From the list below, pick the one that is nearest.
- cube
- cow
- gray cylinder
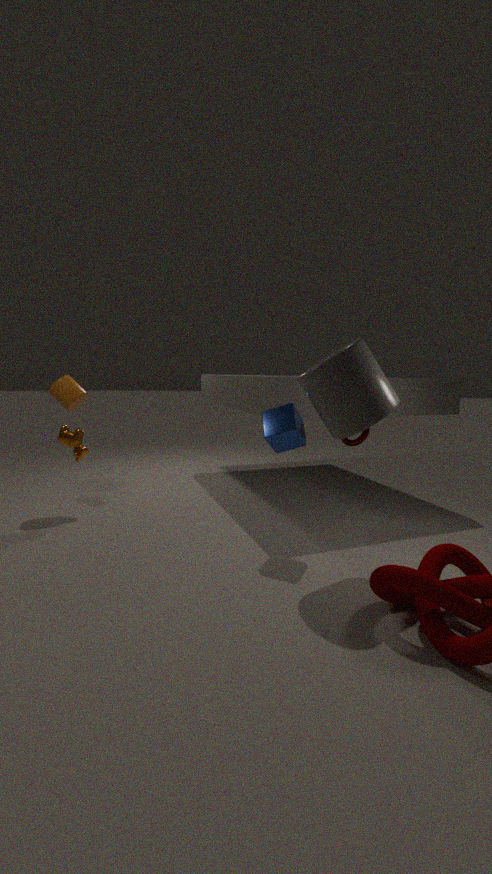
gray cylinder
